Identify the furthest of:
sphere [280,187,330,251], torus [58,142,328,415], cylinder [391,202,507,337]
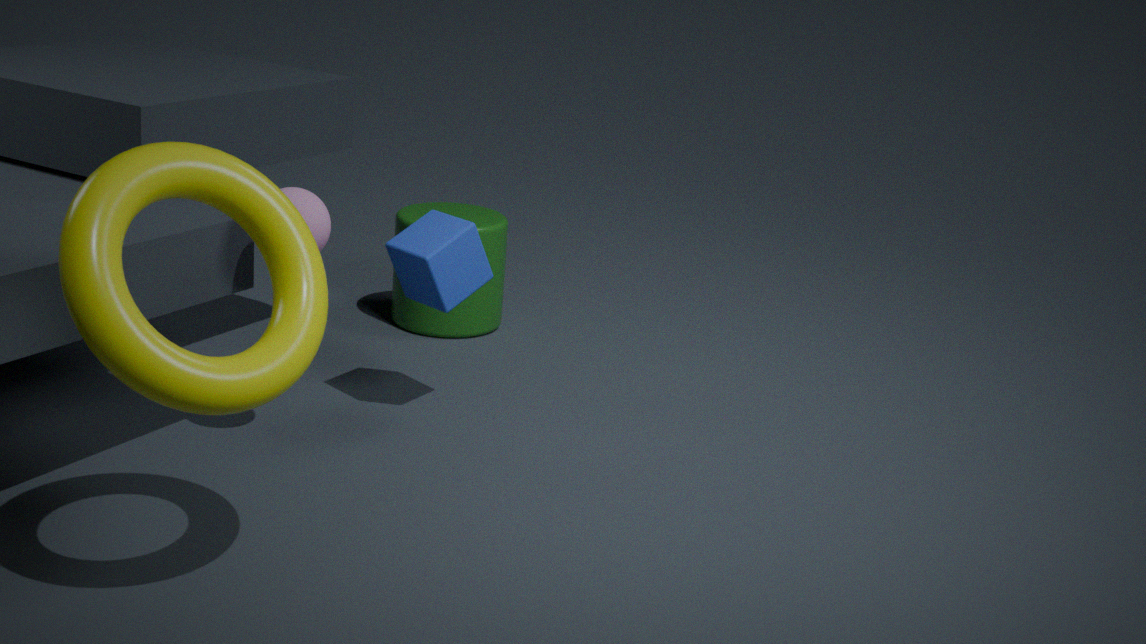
cylinder [391,202,507,337]
